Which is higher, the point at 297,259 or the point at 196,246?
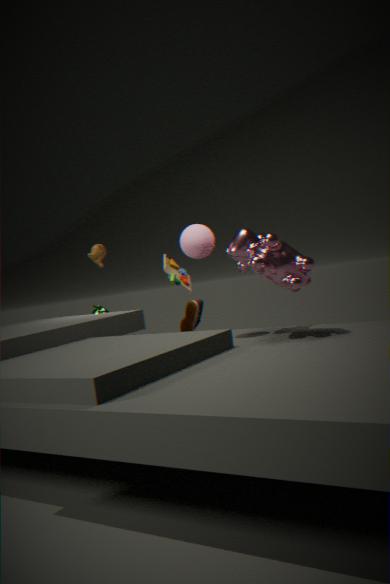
the point at 196,246
